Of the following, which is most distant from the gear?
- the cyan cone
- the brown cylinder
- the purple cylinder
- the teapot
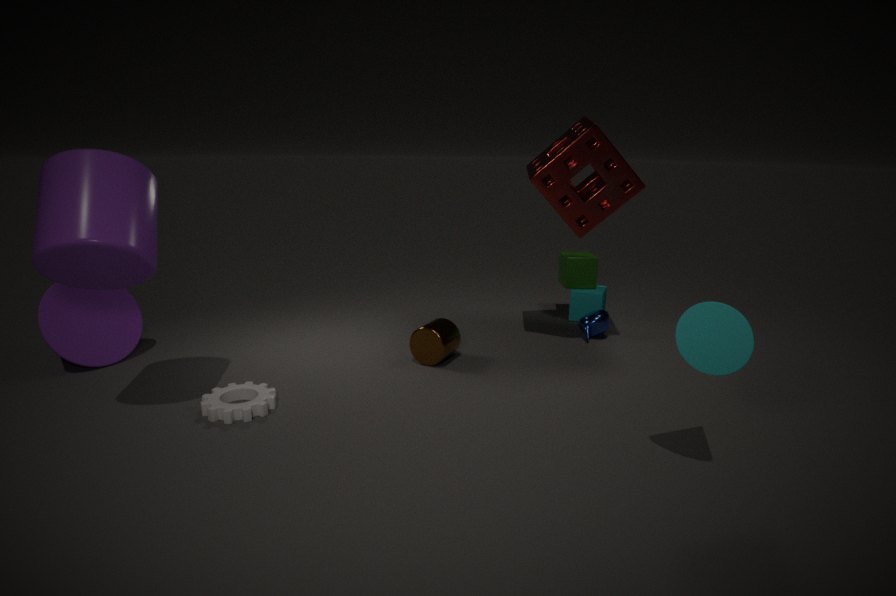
the teapot
